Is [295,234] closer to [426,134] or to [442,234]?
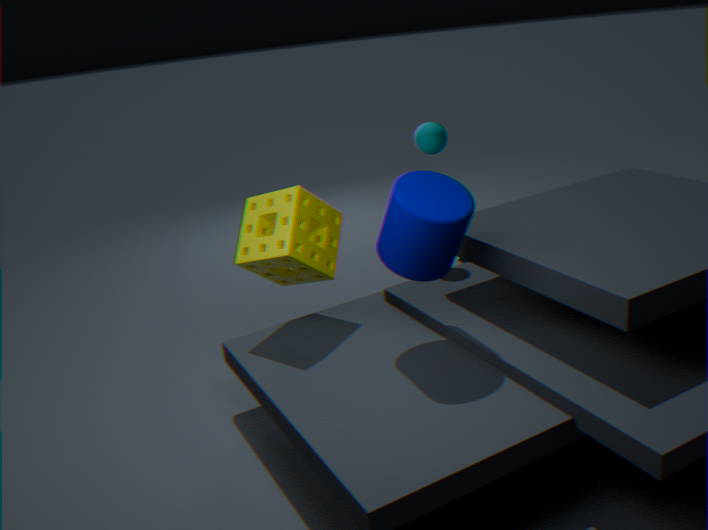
[442,234]
